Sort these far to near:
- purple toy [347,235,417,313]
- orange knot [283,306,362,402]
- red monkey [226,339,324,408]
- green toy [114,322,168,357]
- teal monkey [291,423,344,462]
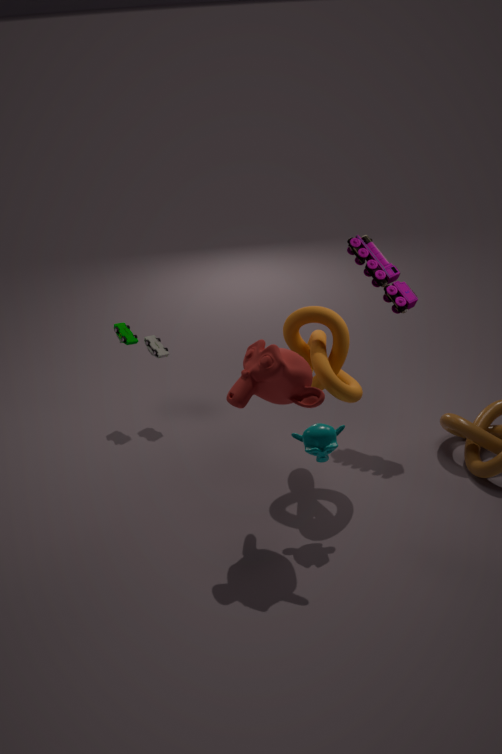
green toy [114,322,168,357]
purple toy [347,235,417,313]
orange knot [283,306,362,402]
teal monkey [291,423,344,462]
red monkey [226,339,324,408]
